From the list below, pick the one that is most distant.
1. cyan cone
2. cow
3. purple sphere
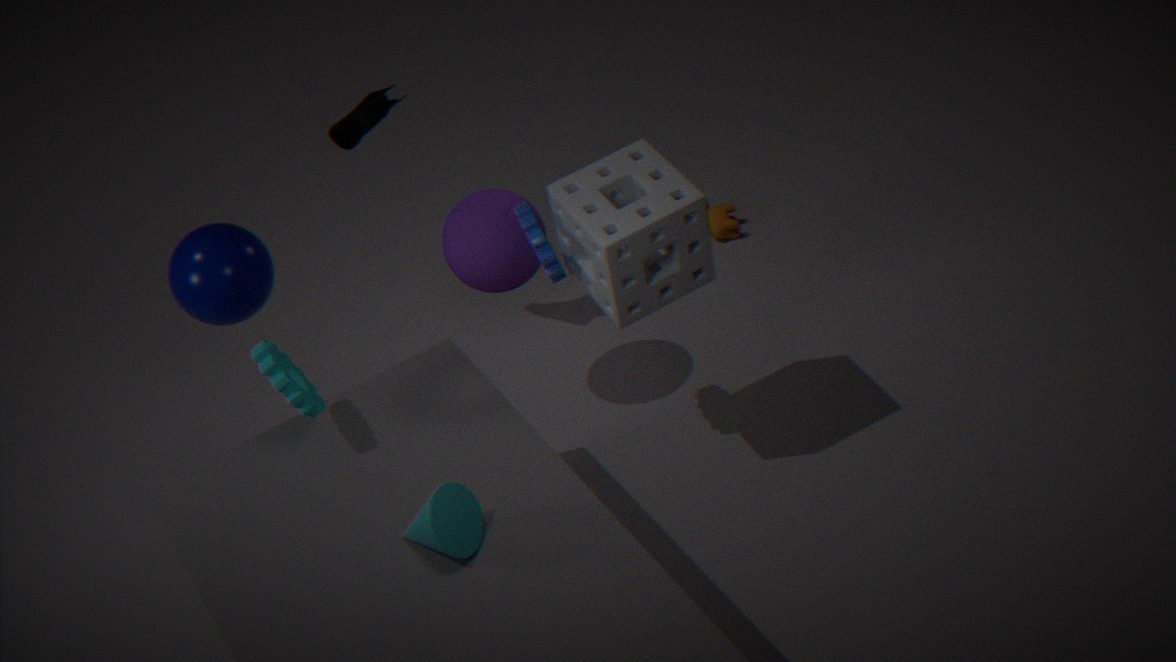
cow
